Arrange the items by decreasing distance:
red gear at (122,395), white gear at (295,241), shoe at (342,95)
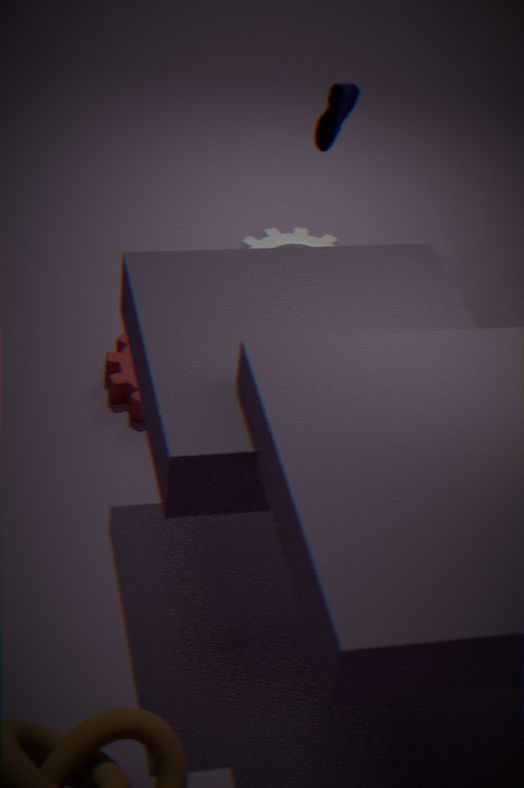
1. white gear at (295,241)
2. red gear at (122,395)
3. shoe at (342,95)
